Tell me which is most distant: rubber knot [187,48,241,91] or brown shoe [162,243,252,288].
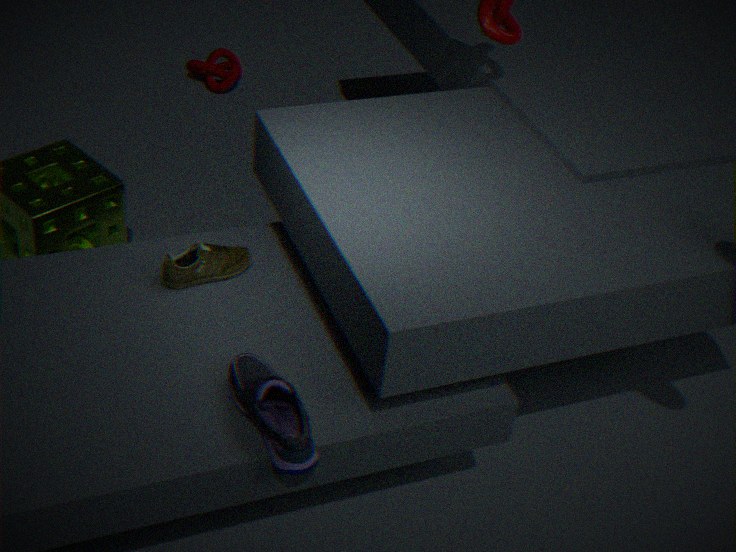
rubber knot [187,48,241,91]
